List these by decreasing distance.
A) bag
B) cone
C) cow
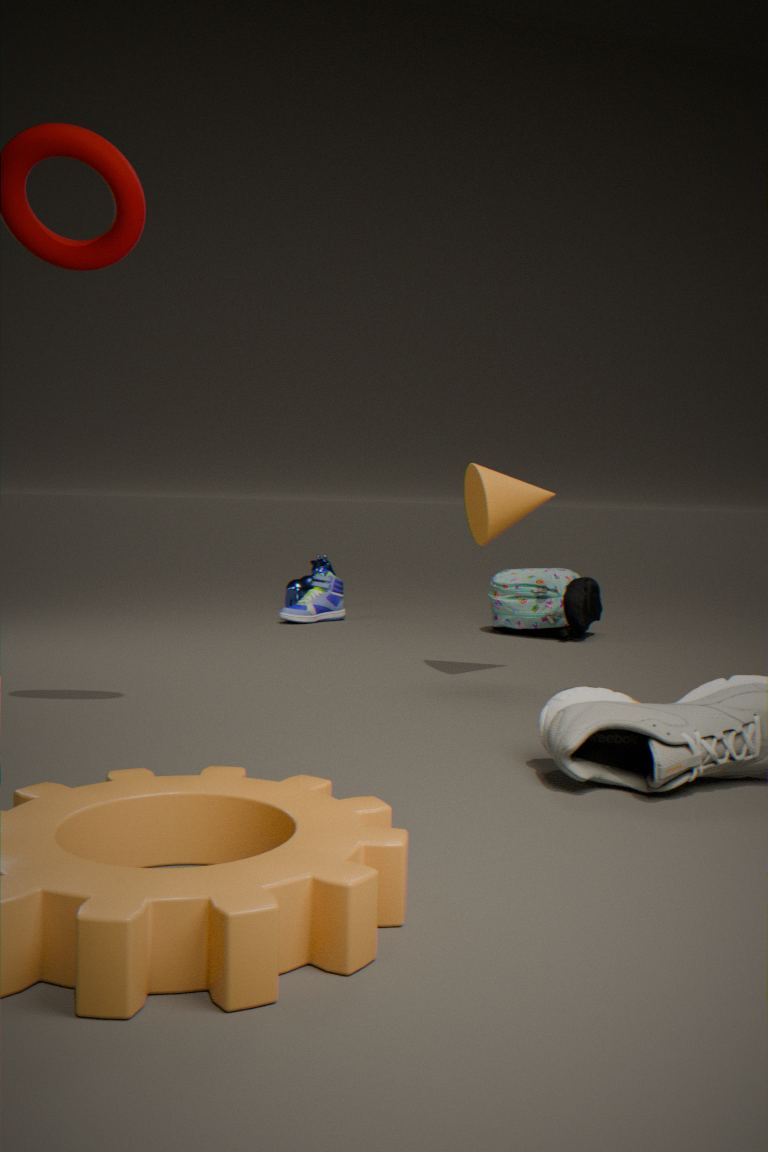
cow < bag < cone
